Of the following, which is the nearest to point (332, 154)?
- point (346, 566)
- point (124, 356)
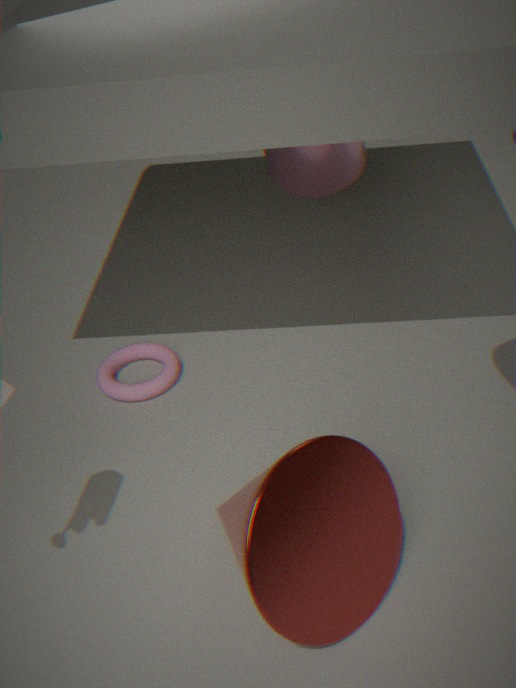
point (124, 356)
